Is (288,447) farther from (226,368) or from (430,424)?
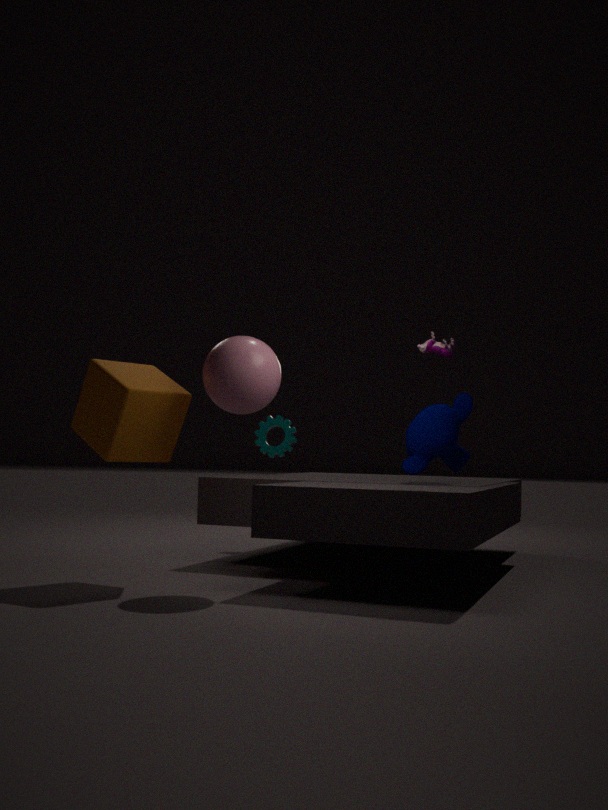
(226,368)
